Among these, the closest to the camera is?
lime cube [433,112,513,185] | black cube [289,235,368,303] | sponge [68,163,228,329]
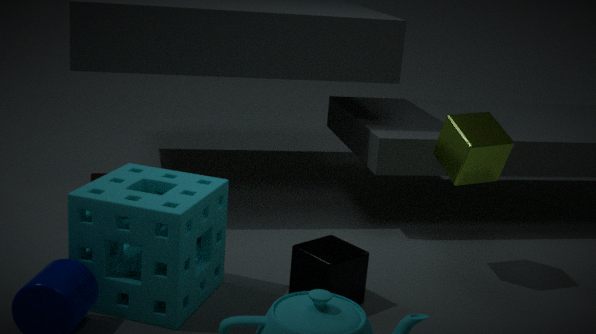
sponge [68,163,228,329]
